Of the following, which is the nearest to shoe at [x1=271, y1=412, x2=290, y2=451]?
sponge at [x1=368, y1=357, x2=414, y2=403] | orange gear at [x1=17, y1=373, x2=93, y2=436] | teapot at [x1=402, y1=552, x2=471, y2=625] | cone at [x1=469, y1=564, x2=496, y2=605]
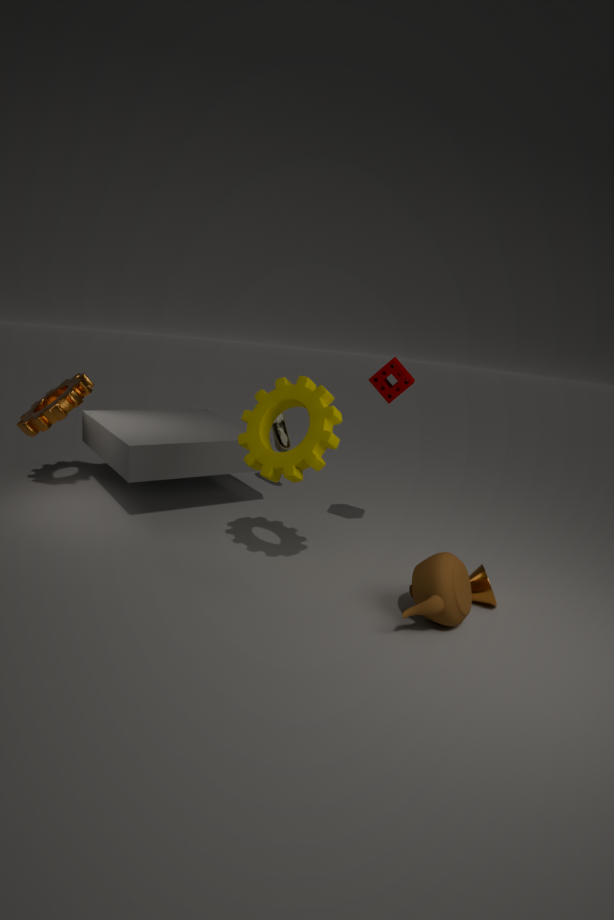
sponge at [x1=368, y1=357, x2=414, y2=403]
